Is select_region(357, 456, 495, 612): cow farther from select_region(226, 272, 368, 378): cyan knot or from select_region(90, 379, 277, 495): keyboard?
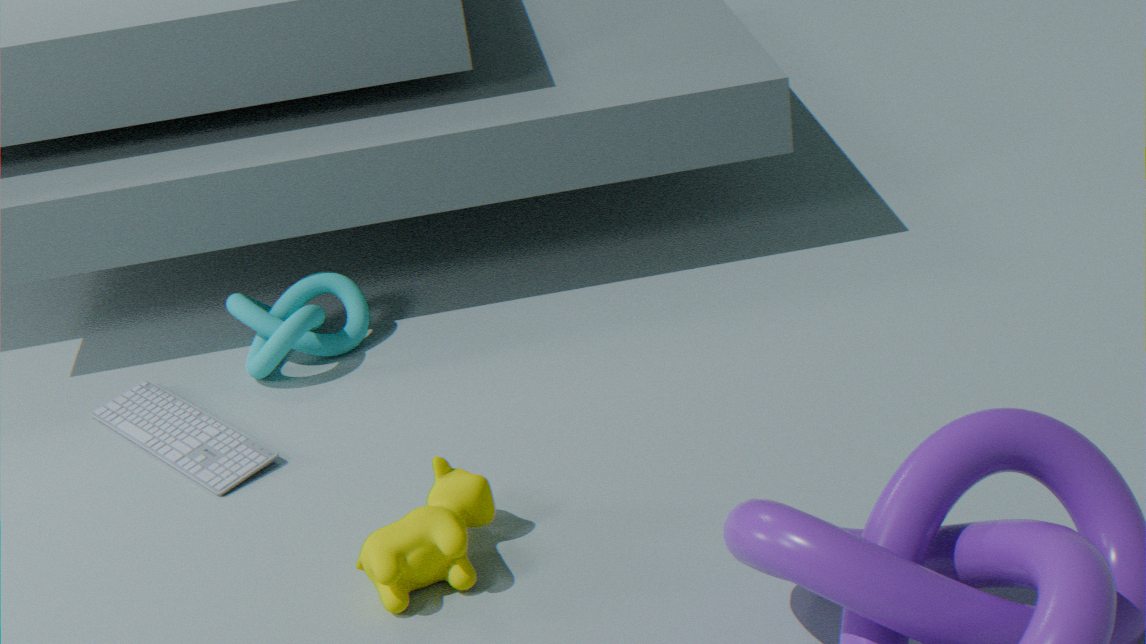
select_region(226, 272, 368, 378): cyan knot
